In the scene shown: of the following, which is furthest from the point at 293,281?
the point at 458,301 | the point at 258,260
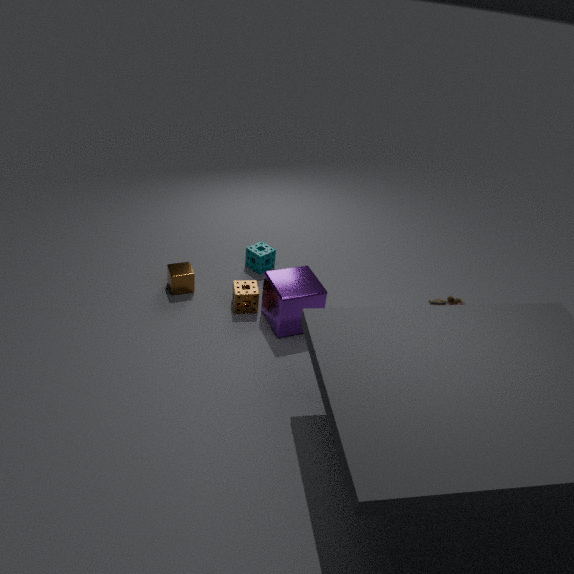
the point at 458,301
